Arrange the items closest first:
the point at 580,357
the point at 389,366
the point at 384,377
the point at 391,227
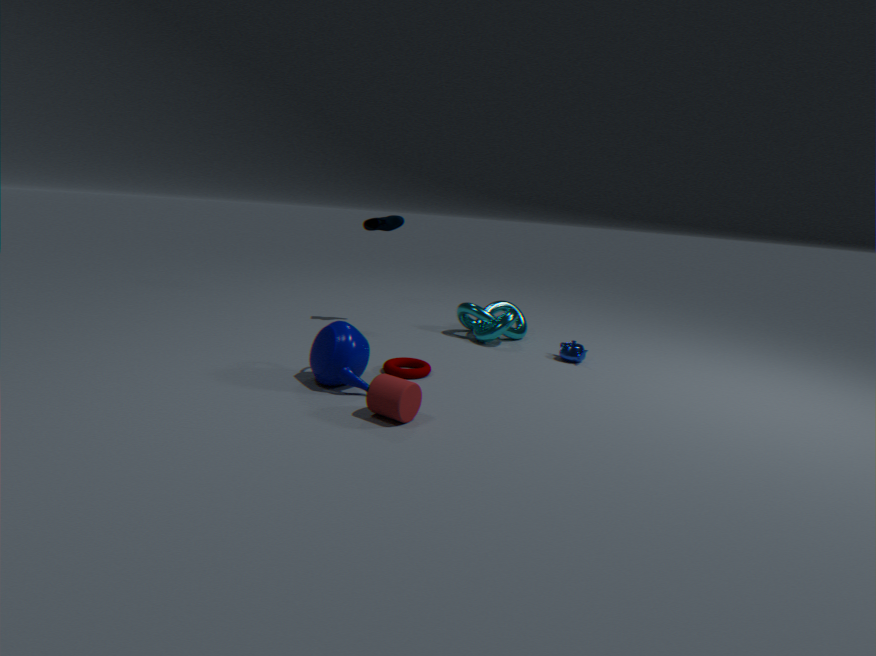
the point at 384,377 < the point at 389,366 < the point at 580,357 < the point at 391,227
